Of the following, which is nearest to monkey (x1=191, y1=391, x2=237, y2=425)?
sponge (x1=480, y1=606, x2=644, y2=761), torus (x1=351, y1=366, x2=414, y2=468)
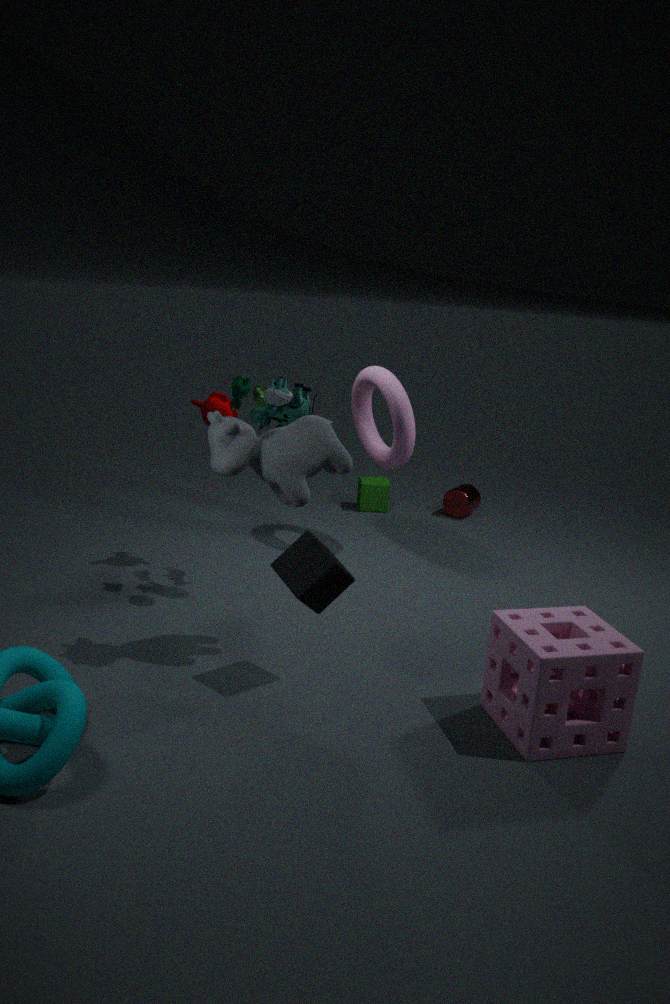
torus (x1=351, y1=366, x2=414, y2=468)
